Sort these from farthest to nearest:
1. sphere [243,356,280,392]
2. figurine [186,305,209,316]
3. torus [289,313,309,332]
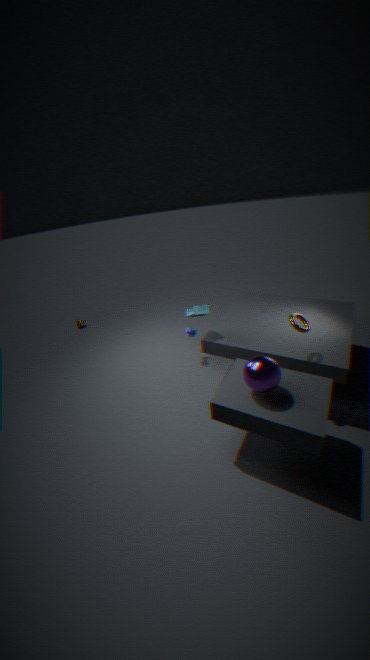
figurine [186,305,209,316], torus [289,313,309,332], sphere [243,356,280,392]
